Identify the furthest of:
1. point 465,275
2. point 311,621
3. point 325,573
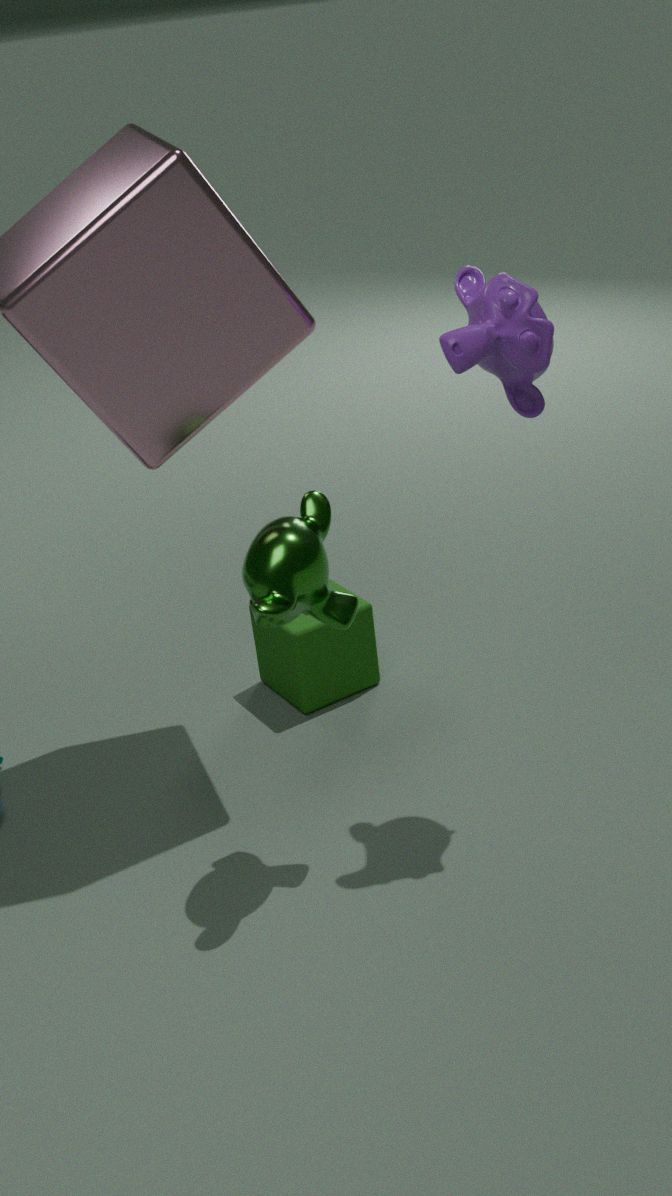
point 311,621
